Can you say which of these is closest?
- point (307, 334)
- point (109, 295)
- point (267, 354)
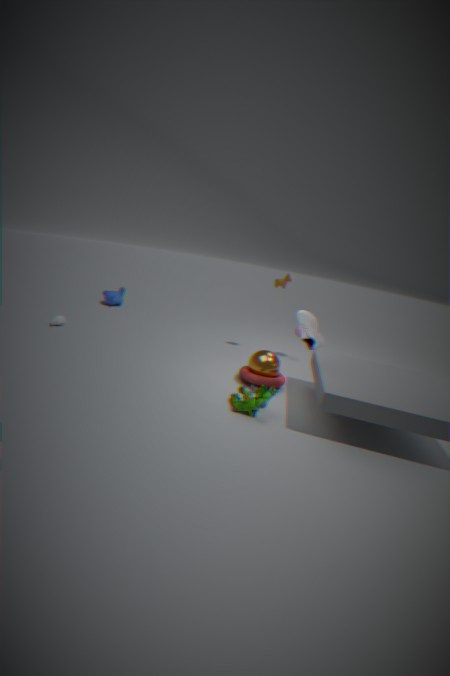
point (307, 334)
